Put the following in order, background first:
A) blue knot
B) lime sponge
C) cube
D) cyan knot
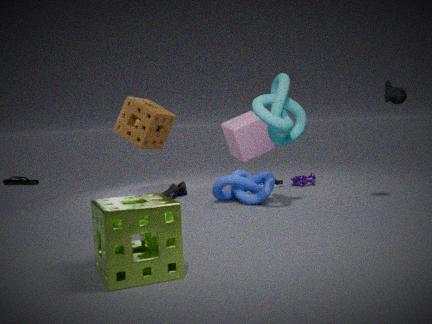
cube → blue knot → cyan knot → lime sponge
